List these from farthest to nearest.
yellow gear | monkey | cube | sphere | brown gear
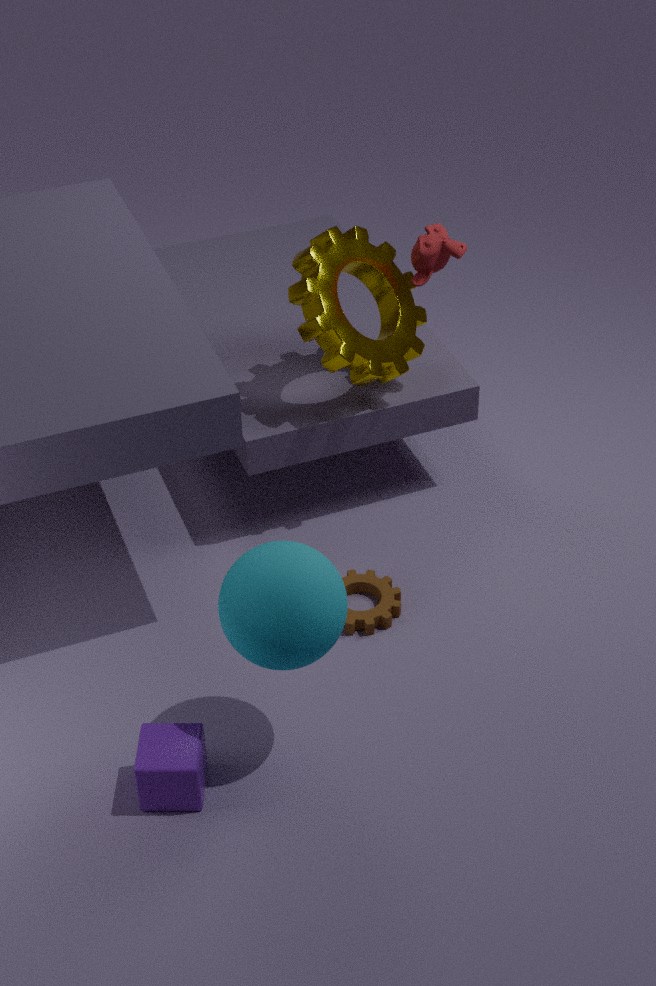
monkey, yellow gear, brown gear, cube, sphere
